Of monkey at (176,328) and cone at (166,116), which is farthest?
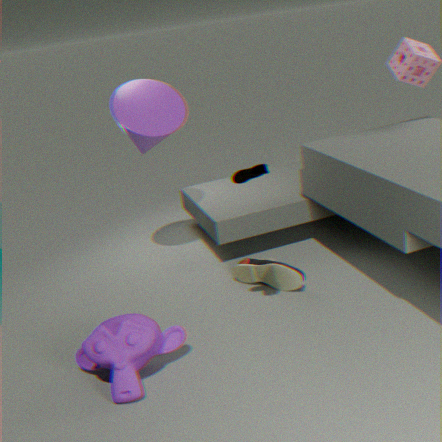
cone at (166,116)
